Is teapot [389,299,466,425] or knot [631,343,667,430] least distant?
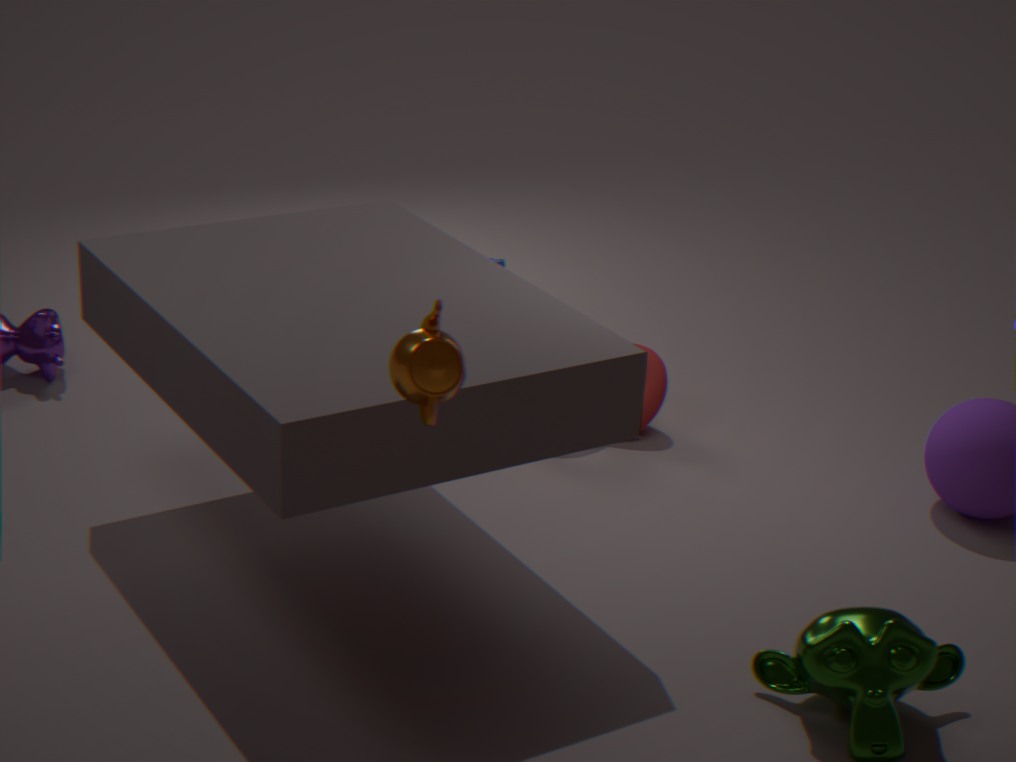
teapot [389,299,466,425]
